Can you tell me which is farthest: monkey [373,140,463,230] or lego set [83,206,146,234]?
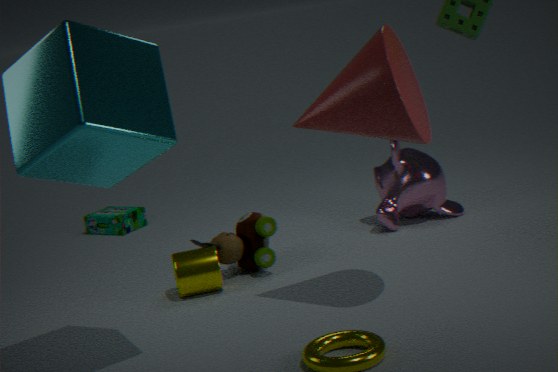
lego set [83,206,146,234]
